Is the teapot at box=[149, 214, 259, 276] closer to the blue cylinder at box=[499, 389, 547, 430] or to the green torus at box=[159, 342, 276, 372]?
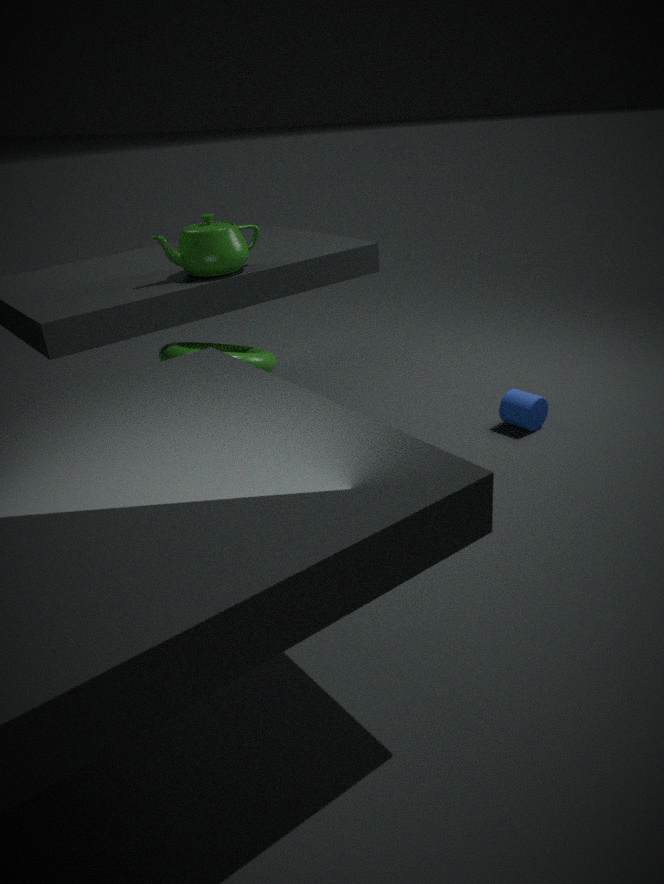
the green torus at box=[159, 342, 276, 372]
